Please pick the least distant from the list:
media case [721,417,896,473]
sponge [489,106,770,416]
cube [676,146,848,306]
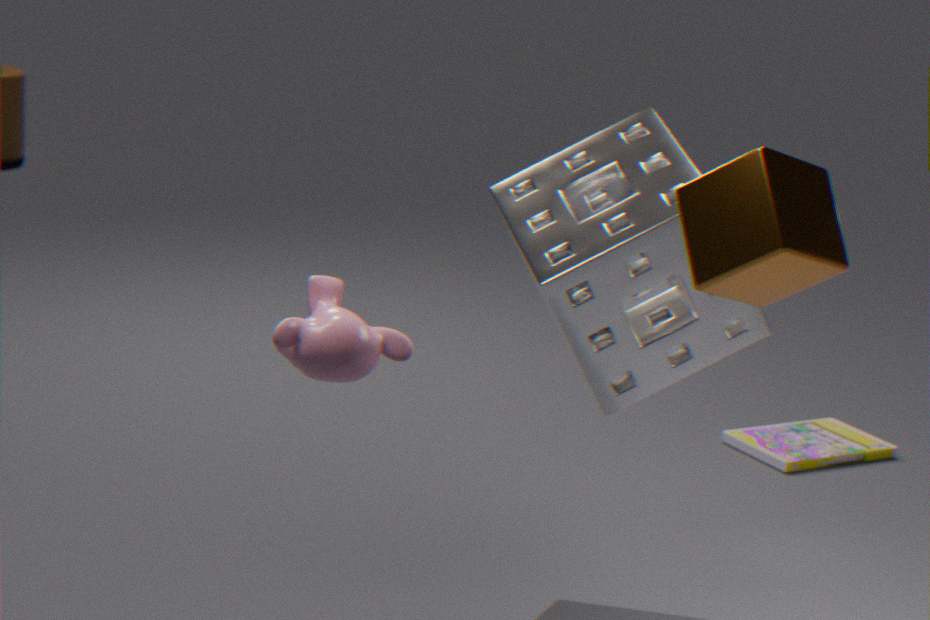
cube [676,146,848,306]
